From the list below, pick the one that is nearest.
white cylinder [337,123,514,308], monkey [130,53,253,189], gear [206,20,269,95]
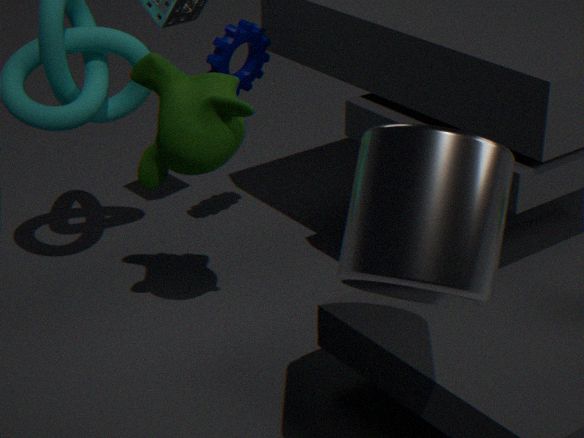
white cylinder [337,123,514,308]
